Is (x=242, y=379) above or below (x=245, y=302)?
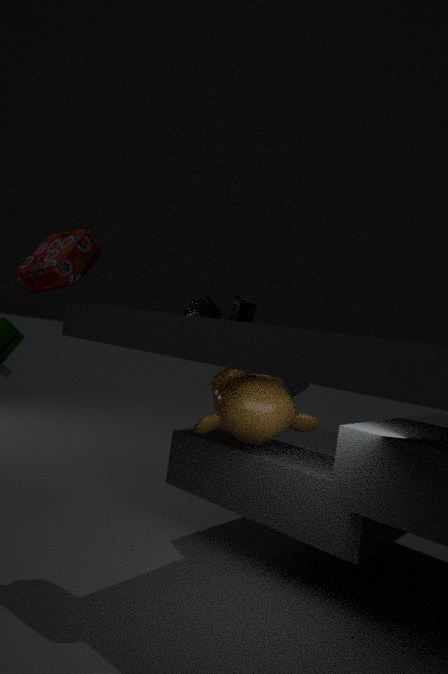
below
